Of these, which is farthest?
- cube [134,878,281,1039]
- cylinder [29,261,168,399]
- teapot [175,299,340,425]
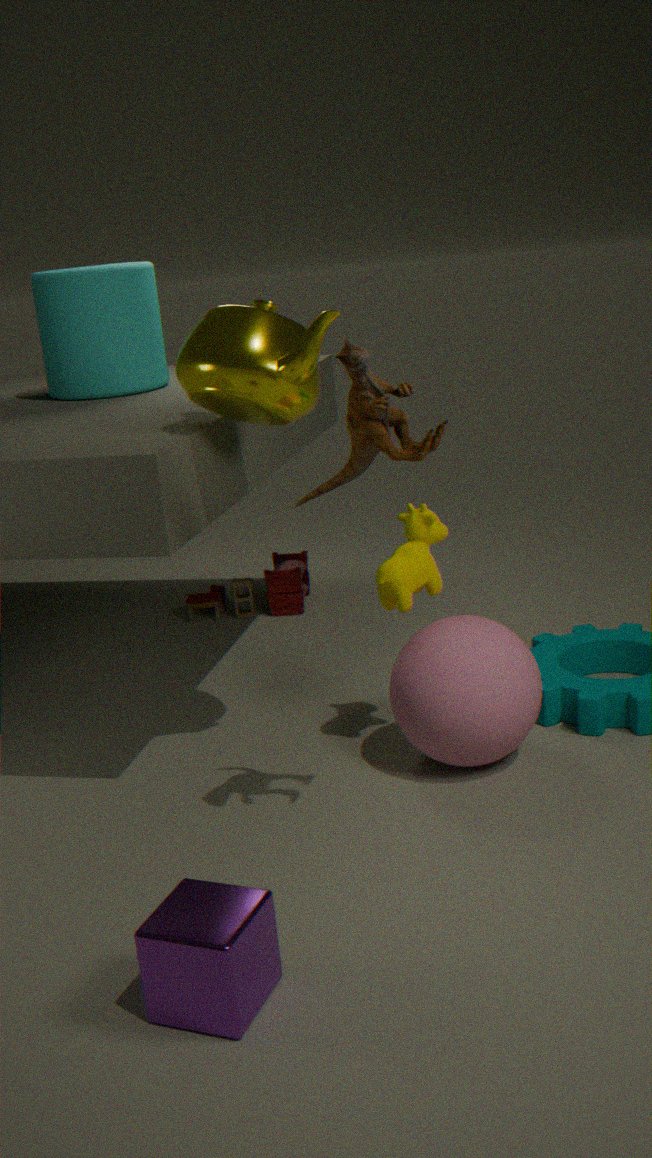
cylinder [29,261,168,399]
